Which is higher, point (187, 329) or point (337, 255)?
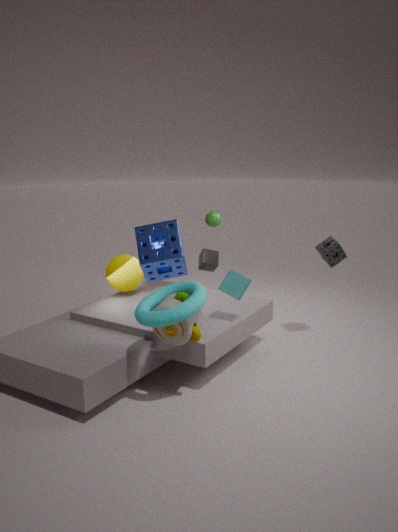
point (337, 255)
